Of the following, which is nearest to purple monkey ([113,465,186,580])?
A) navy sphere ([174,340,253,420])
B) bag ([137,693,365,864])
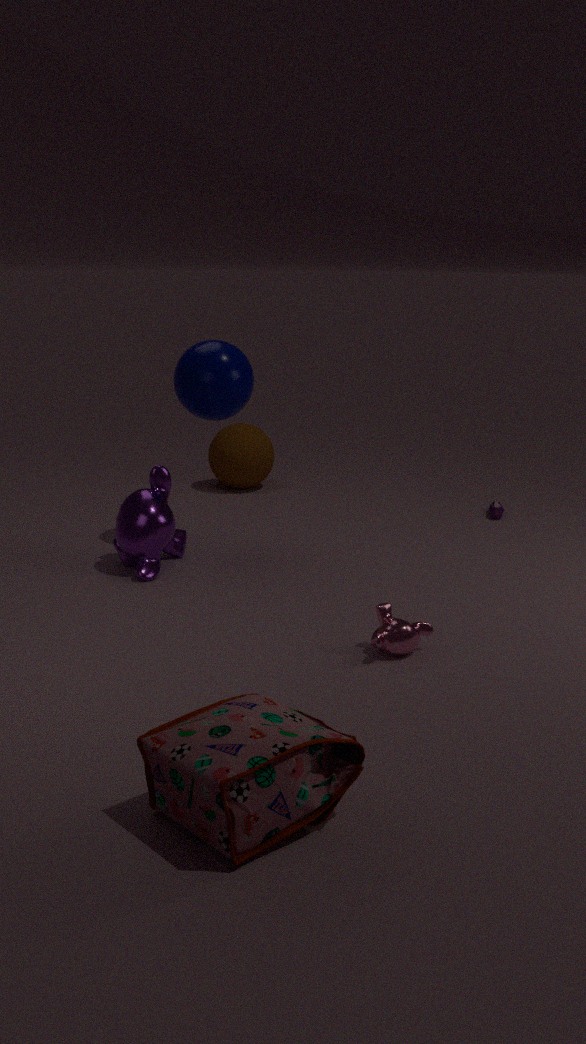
navy sphere ([174,340,253,420])
